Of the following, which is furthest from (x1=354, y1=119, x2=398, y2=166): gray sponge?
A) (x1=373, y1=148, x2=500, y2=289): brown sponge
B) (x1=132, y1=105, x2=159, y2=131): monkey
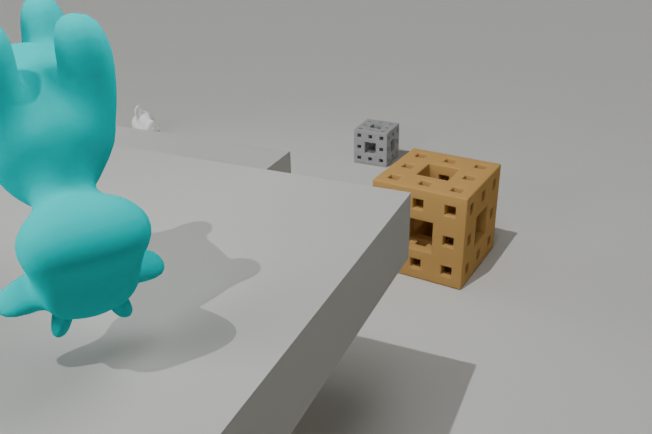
(x1=132, y1=105, x2=159, y2=131): monkey
